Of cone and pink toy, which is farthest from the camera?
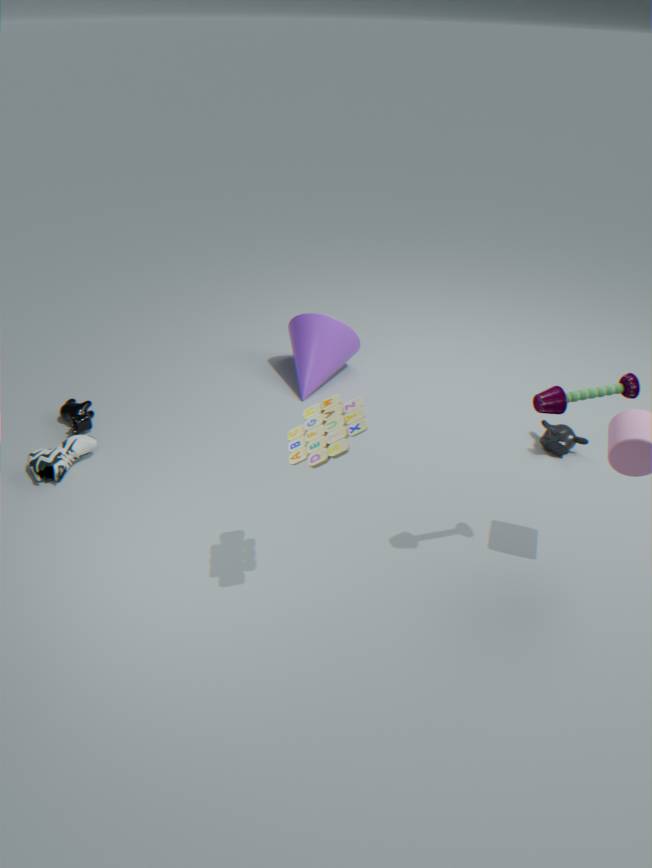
cone
